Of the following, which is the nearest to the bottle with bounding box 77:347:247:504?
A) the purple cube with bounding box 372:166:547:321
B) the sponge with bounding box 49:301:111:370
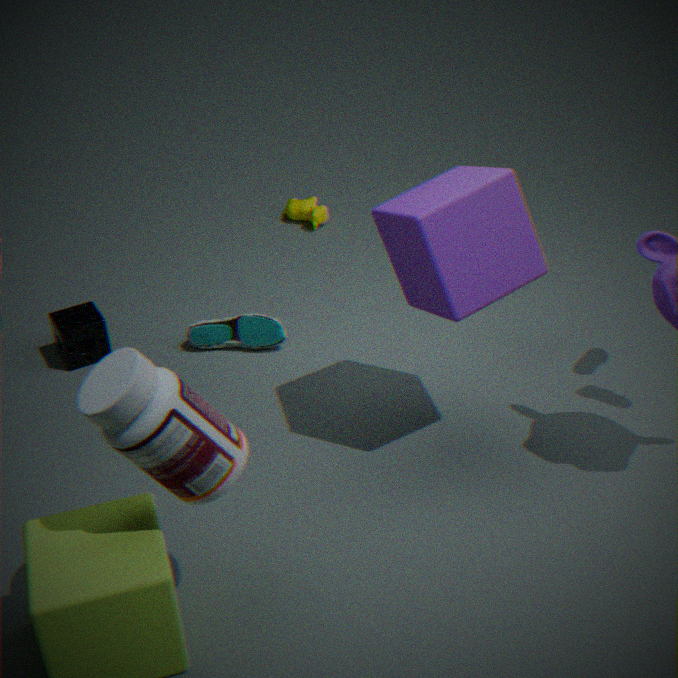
the purple cube with bounding box 372:166:547:321
